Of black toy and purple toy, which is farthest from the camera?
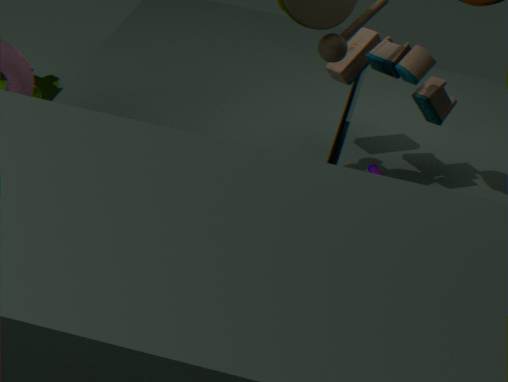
black toy
